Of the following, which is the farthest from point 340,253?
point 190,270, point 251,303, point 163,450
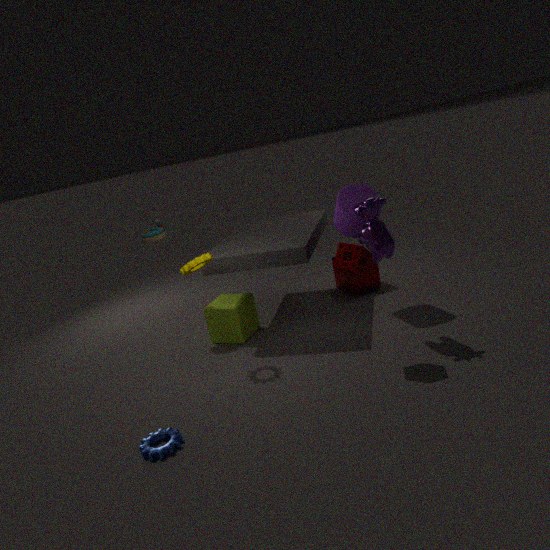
point 163,450
